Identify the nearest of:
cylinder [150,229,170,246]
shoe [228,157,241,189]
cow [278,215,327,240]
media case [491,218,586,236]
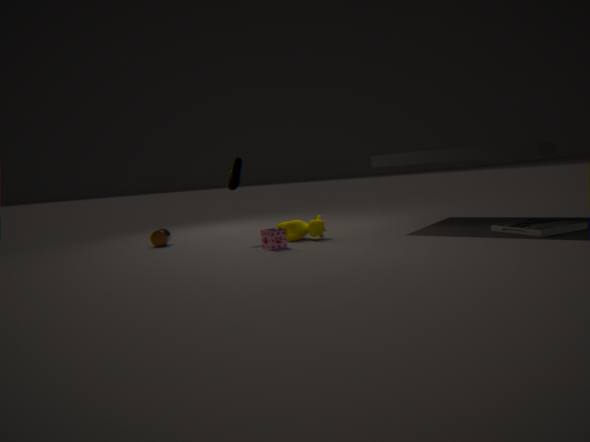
media case [491,218,586,236]
